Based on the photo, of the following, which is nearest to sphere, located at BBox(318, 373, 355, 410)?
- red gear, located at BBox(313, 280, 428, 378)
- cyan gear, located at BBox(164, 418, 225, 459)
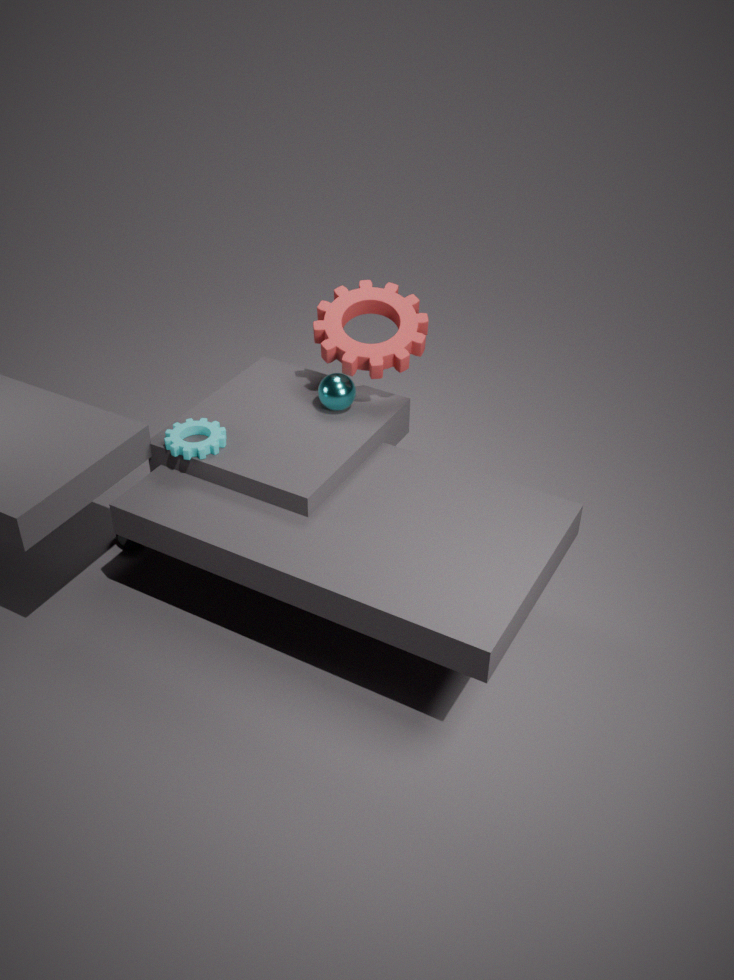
red gear, located at BBox(313, 280, 428, 378)
